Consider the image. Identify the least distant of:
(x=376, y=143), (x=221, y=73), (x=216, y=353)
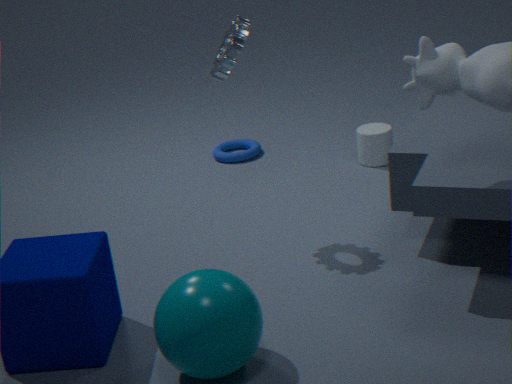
(x=216, y=353)
